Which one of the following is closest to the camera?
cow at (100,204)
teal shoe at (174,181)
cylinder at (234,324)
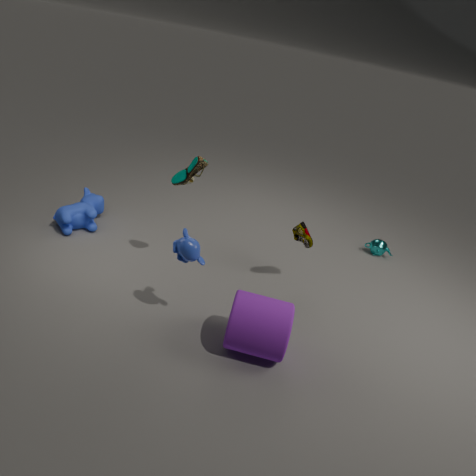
cylinder at (234,324)
